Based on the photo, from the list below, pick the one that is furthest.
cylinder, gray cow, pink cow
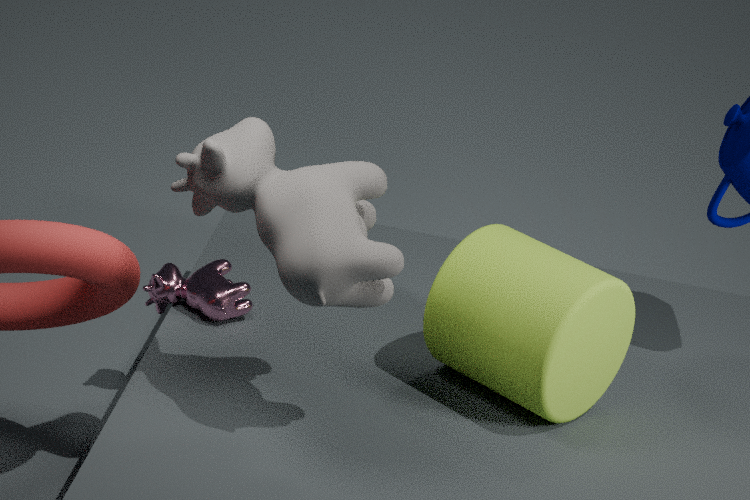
pink cow
